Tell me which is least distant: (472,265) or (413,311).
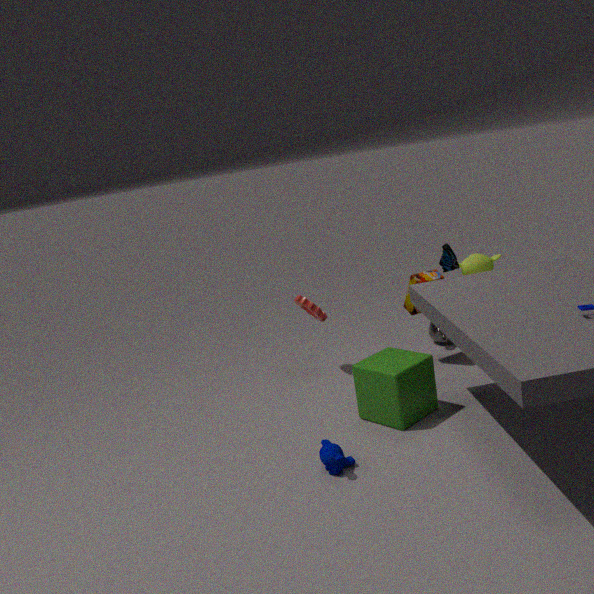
(413,311)
